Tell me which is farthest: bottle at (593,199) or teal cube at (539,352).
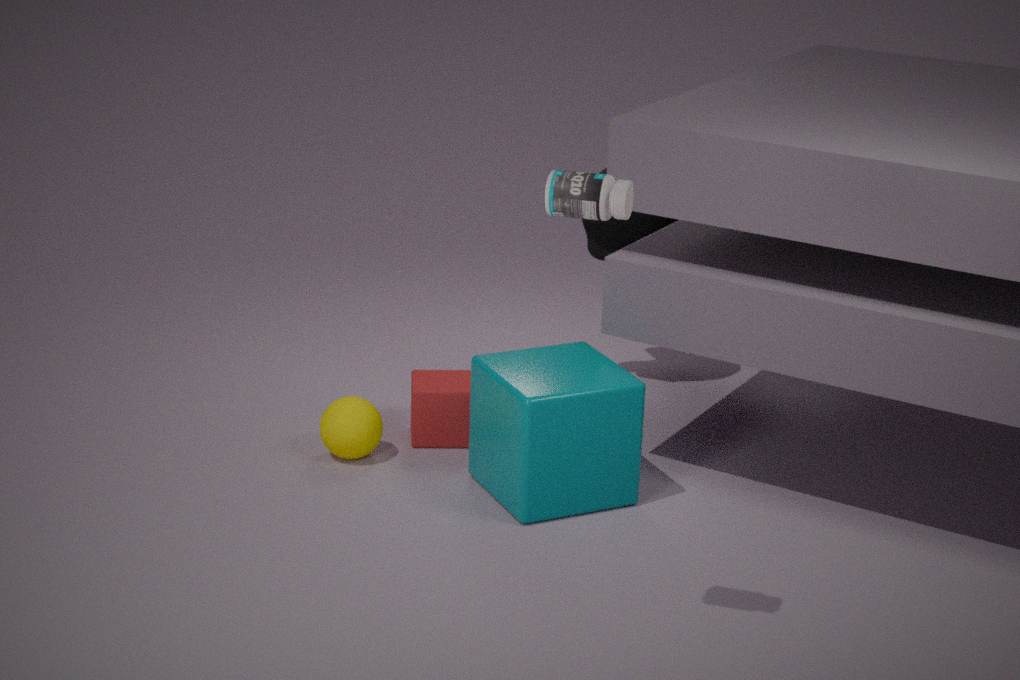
teal cube at (539,352)
